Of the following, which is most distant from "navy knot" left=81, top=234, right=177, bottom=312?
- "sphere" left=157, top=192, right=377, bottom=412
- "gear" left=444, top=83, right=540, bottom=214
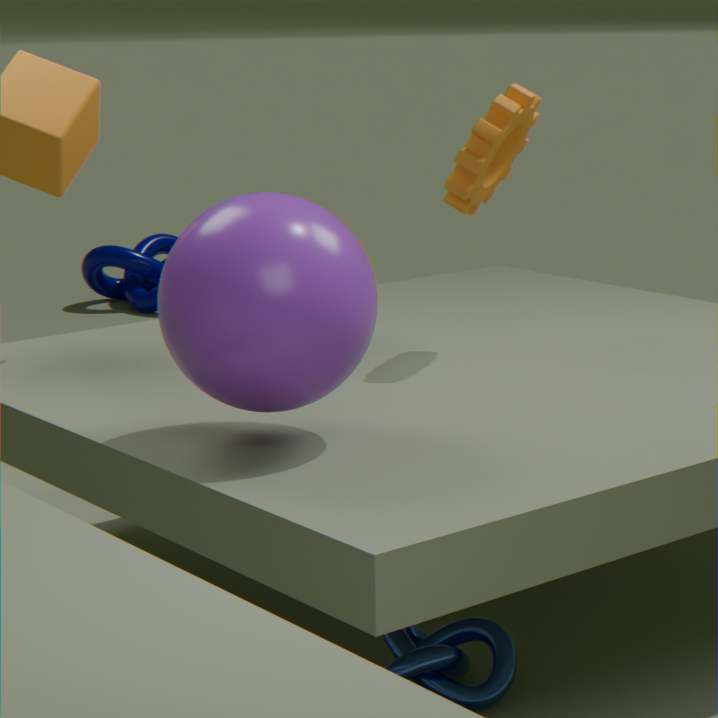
"sphere" left=157, top=192, right=377, bottom=412
